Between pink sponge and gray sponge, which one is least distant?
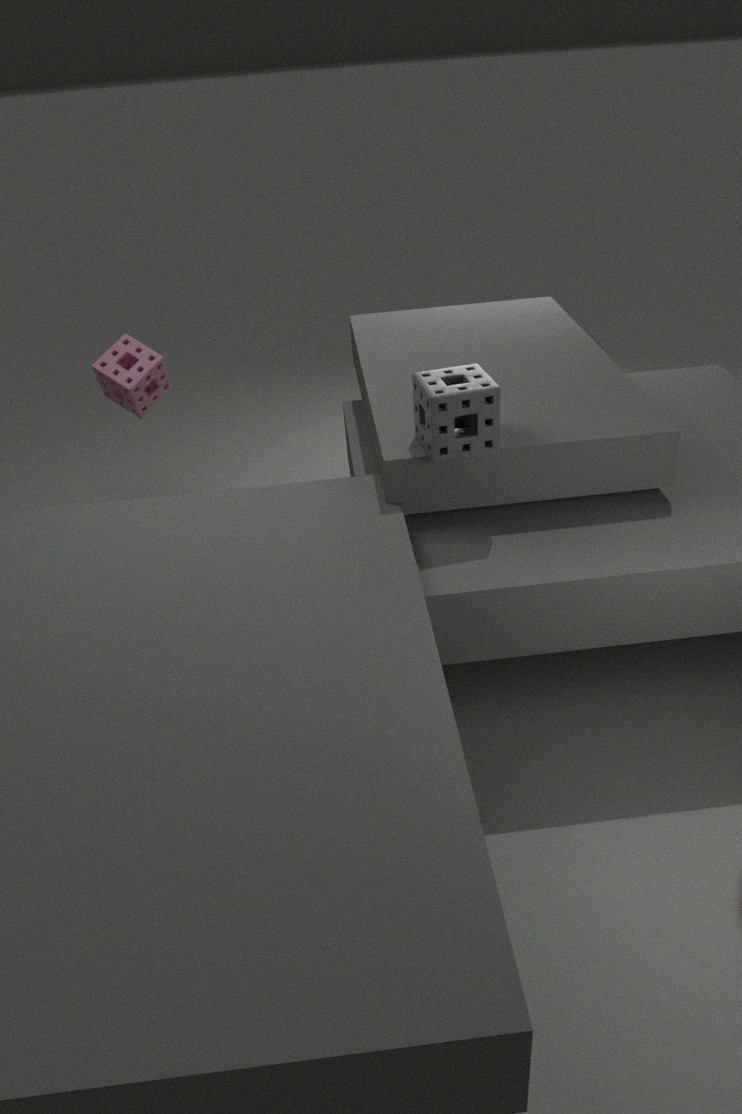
gray sponge
